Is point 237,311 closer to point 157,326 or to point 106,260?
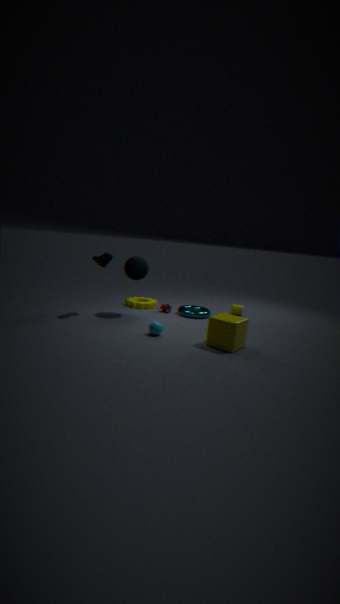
point 157,326
